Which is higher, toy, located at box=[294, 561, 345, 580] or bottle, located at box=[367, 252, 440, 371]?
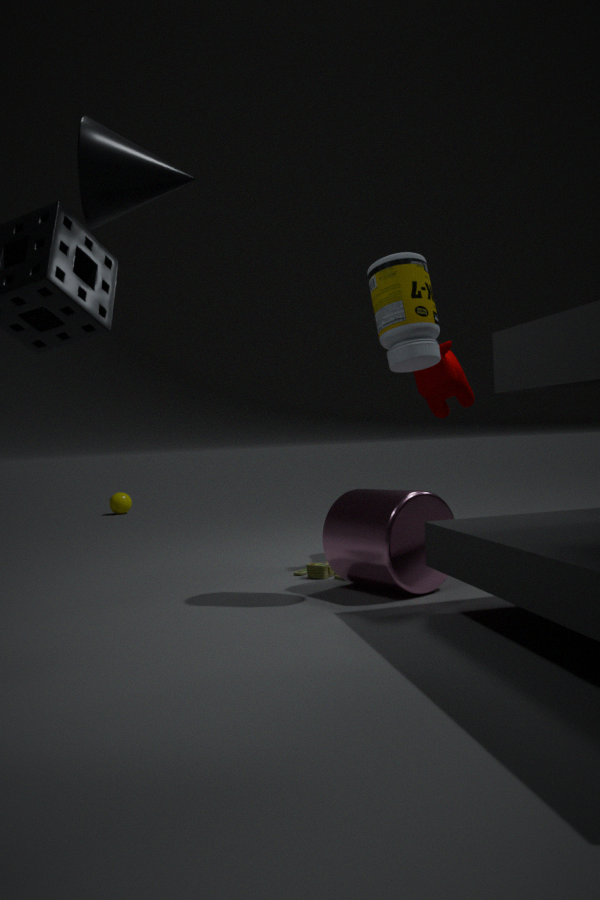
bottle, located at box=[367, 252, 440, 371]
